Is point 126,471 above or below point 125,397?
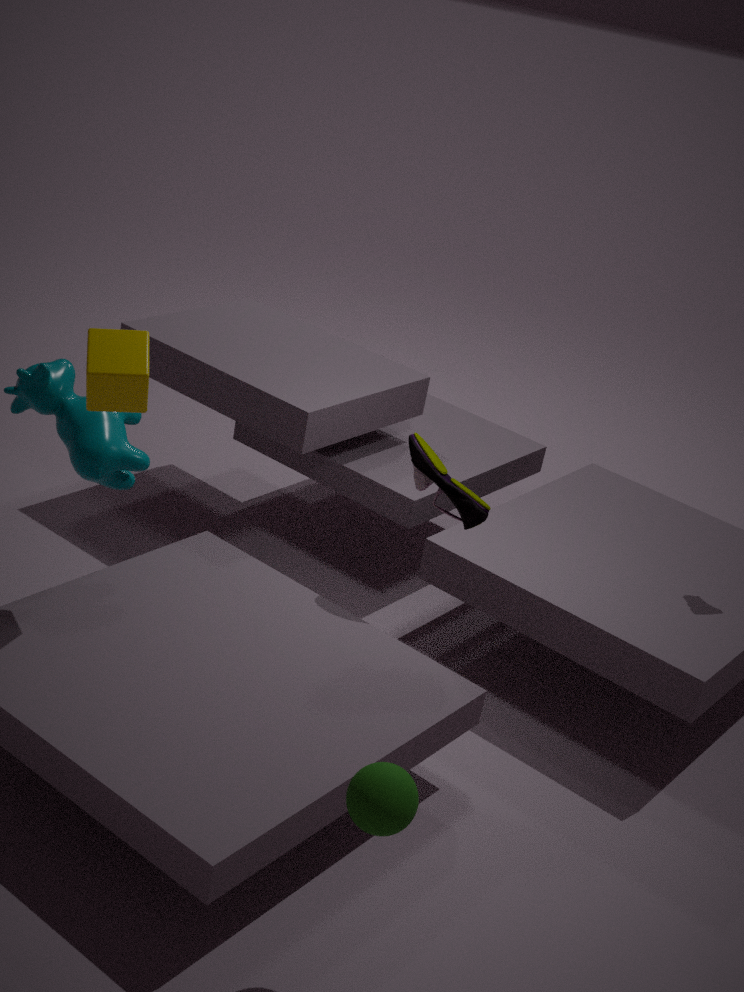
below
